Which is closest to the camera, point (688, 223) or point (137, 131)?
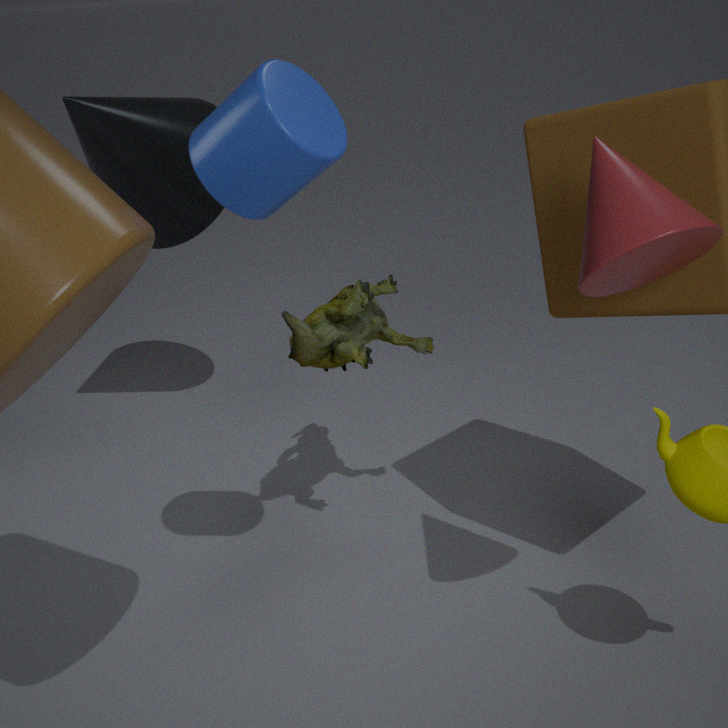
point (688, 223)
